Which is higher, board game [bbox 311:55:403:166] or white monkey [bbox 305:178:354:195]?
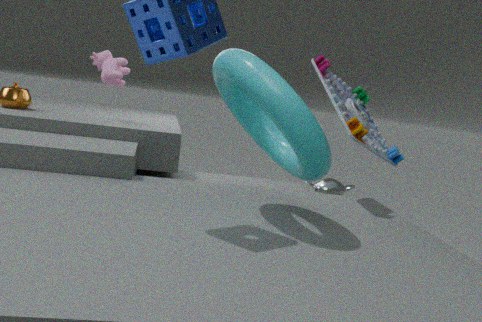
board game [bbox 311:55:403:166]
